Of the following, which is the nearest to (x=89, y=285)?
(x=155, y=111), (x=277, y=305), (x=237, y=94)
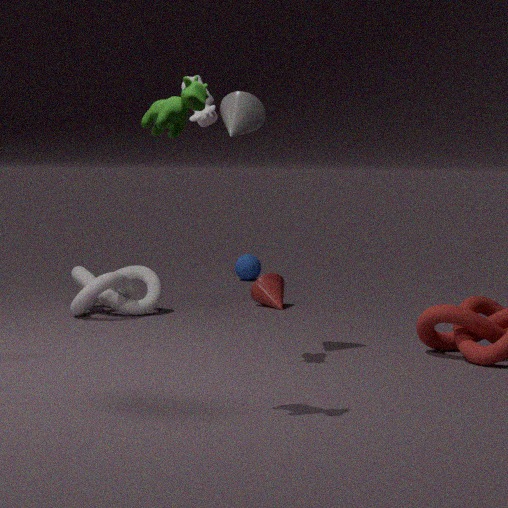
(x=277, y=305)
